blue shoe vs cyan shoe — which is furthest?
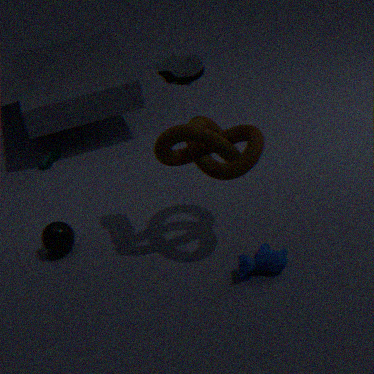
cyan shoe
